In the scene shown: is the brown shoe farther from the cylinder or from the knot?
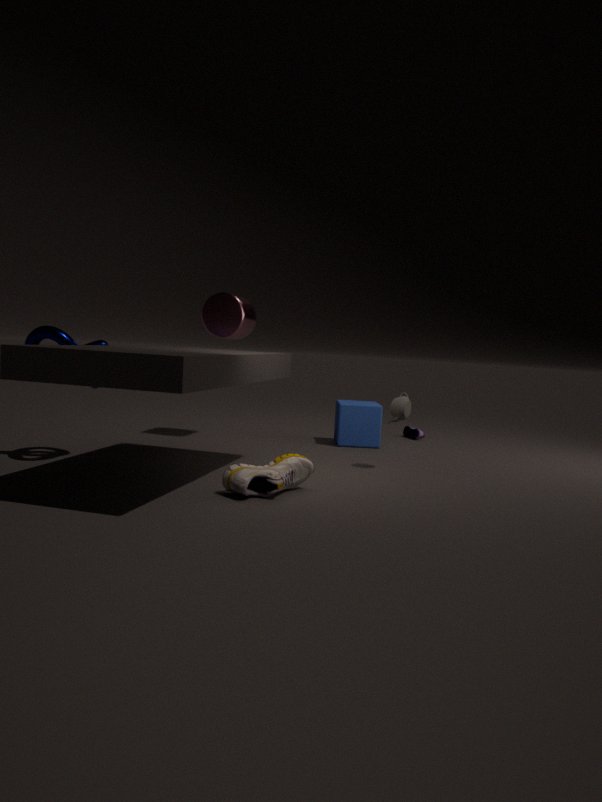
the cylinder
